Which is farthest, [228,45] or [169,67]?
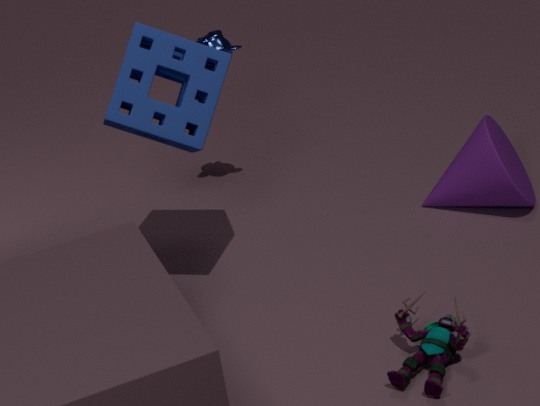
[228,45]
